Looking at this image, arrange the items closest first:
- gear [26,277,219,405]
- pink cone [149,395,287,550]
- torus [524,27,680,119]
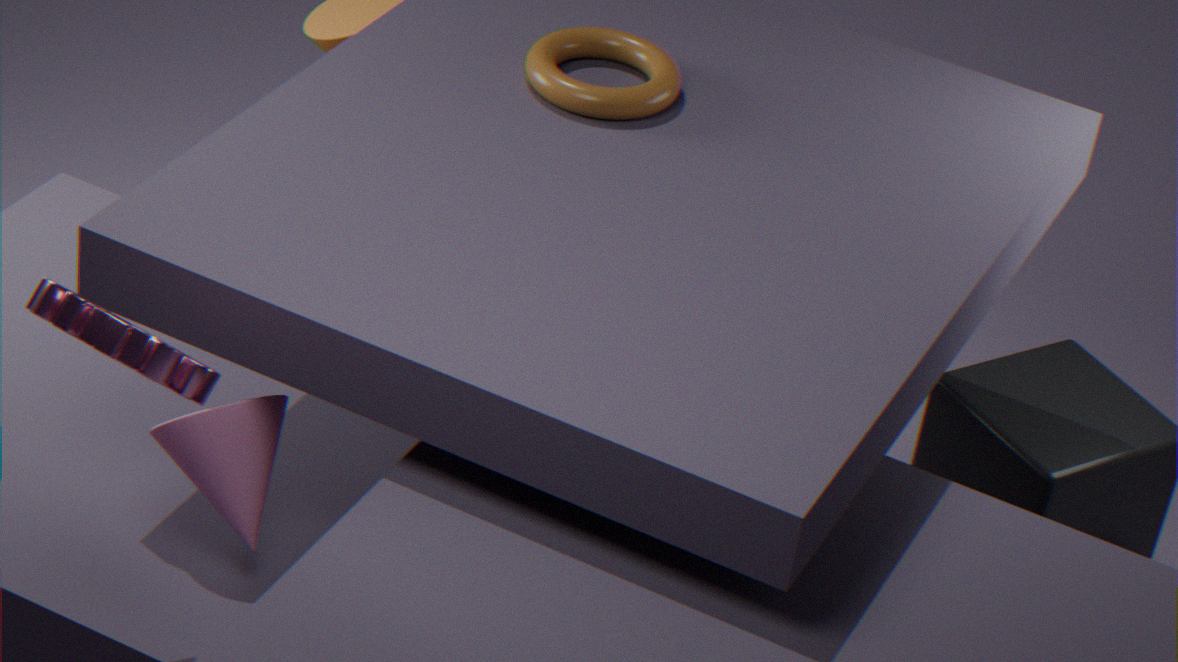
gear [26,277,219,405]
pink cone [149,395,287,550]
torus [524,27,680,119]
